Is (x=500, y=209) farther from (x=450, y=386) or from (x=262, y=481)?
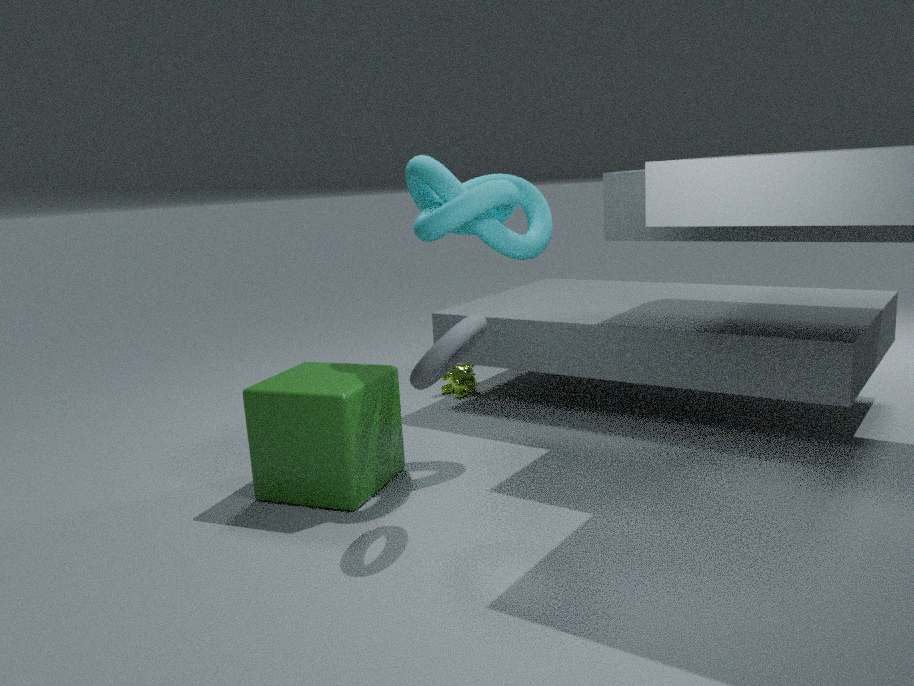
(x=450, y=386)
